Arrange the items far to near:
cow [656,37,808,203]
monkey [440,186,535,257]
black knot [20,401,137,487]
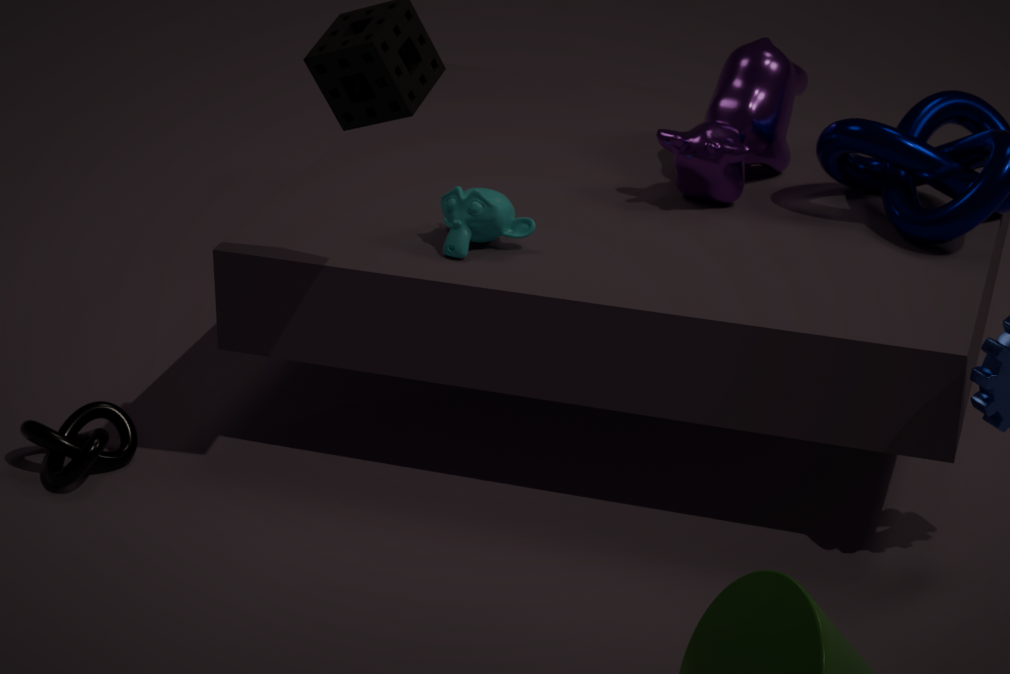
cow [656,37,808,203]
black knot [20,401,137,487]
monkey [440,186,535,257]
